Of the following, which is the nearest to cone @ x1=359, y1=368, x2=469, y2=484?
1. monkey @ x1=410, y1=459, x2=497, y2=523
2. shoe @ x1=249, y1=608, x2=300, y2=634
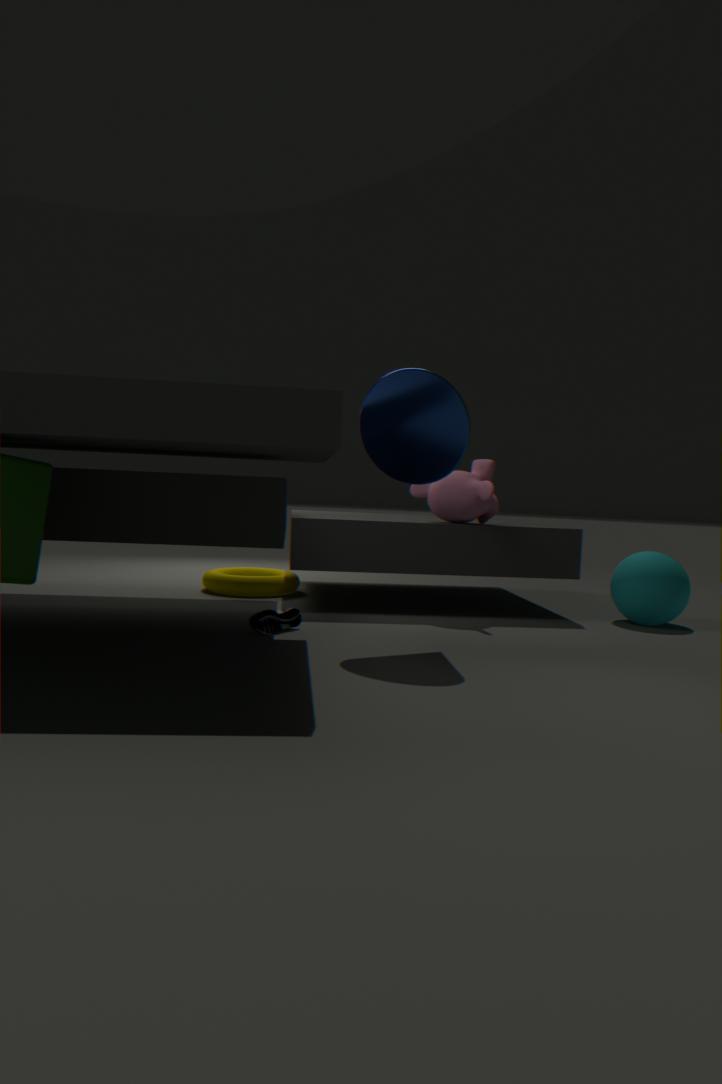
monkey @ x1=410, y1=459, x2=497, y2=523
